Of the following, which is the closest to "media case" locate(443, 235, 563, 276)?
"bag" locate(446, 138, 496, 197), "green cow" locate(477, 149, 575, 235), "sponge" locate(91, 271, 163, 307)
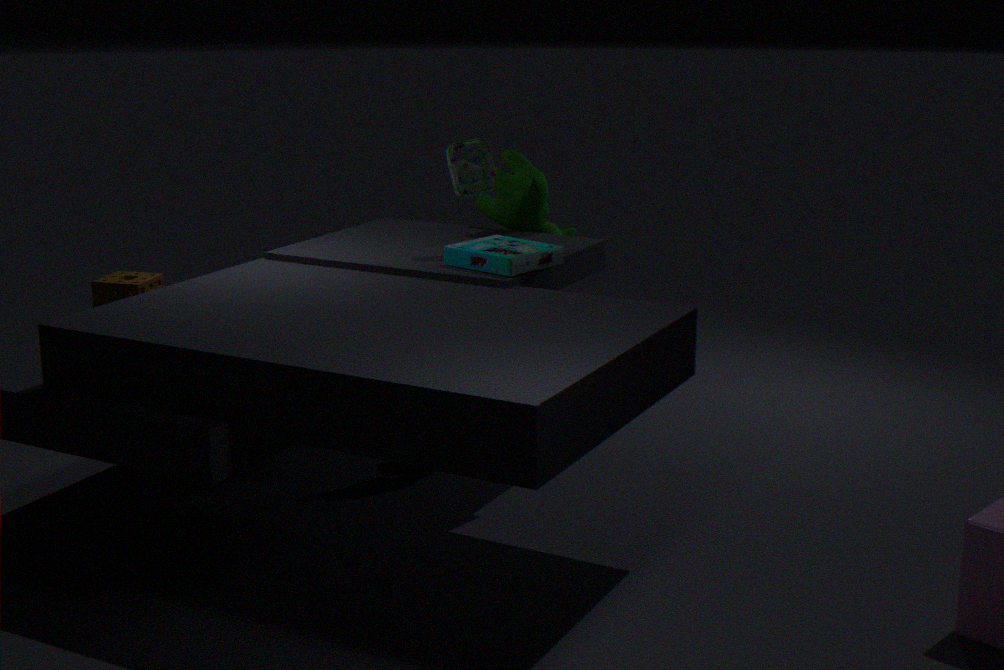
"bag" locate(446, 138, 496, 197)
